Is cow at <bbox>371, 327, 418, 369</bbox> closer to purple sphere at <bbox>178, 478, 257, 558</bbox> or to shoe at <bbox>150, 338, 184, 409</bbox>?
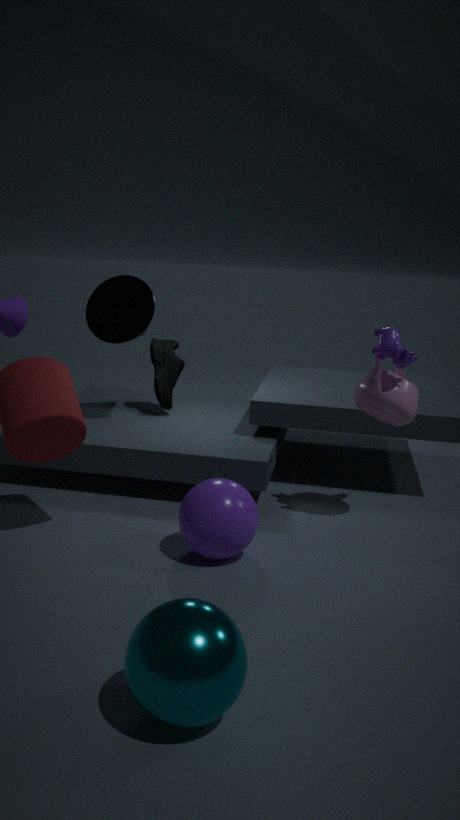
purple sphere at <bbox>178, 478, 257, 558</bbox>
